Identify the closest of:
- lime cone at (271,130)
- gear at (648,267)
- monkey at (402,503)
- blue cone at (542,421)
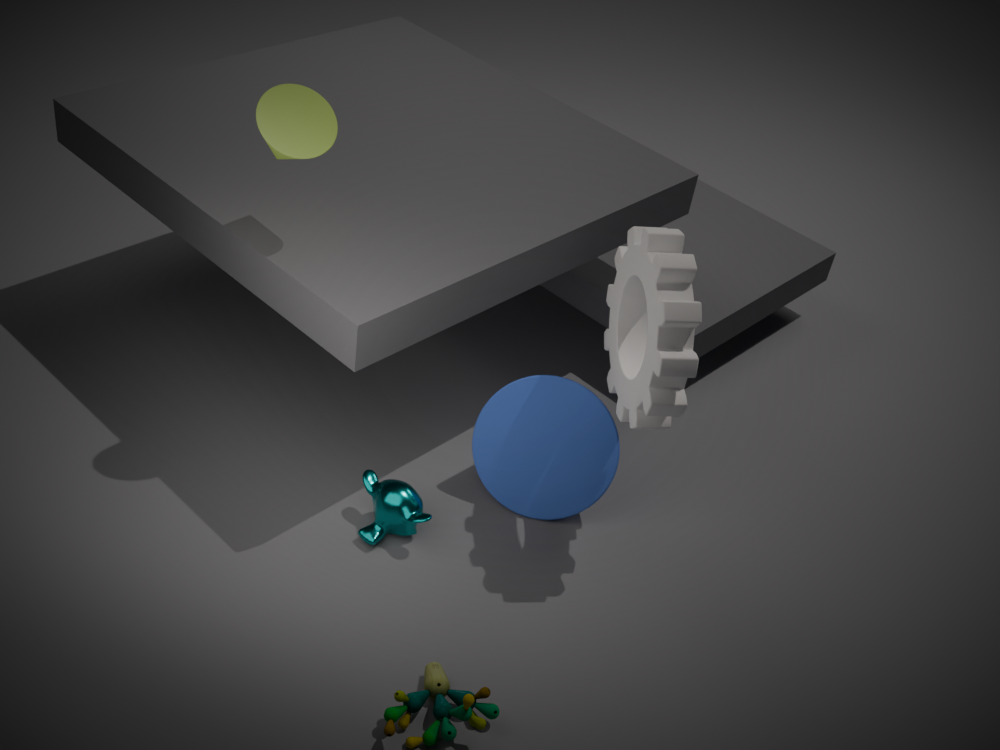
gear at (648,267)
